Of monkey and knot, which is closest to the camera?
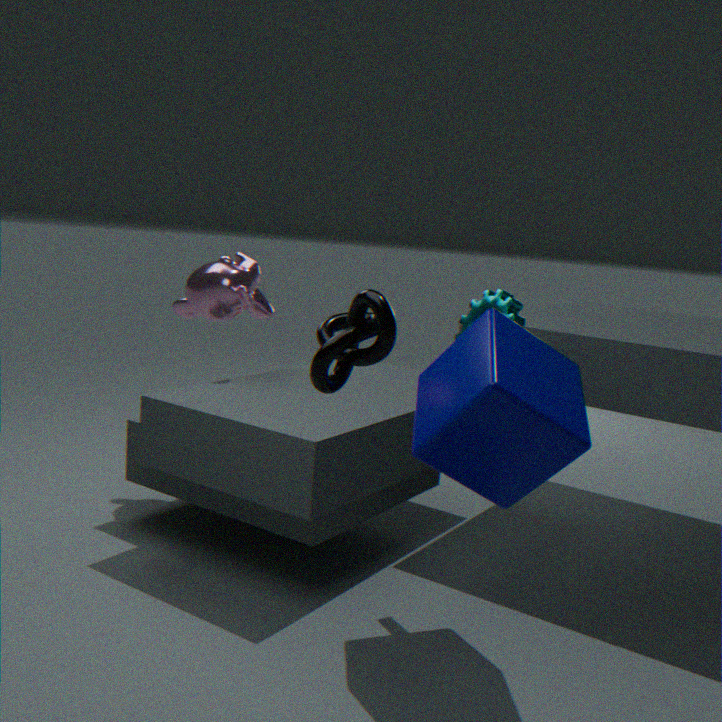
knot
